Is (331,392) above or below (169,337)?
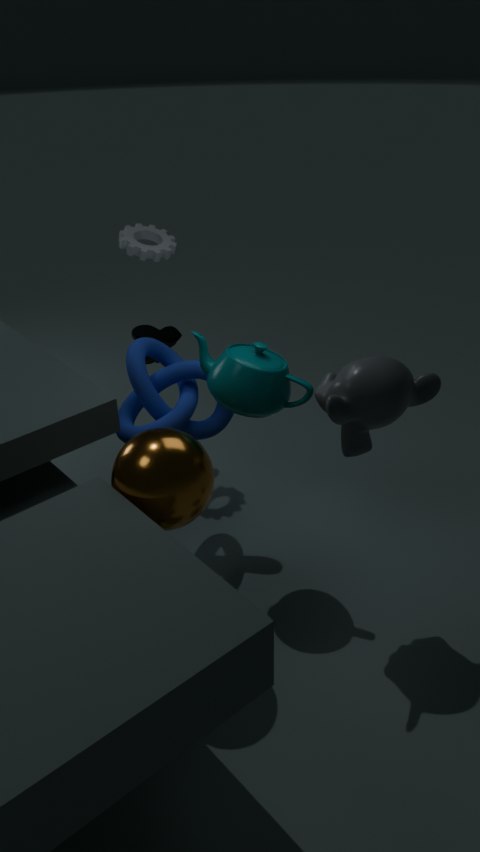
above
